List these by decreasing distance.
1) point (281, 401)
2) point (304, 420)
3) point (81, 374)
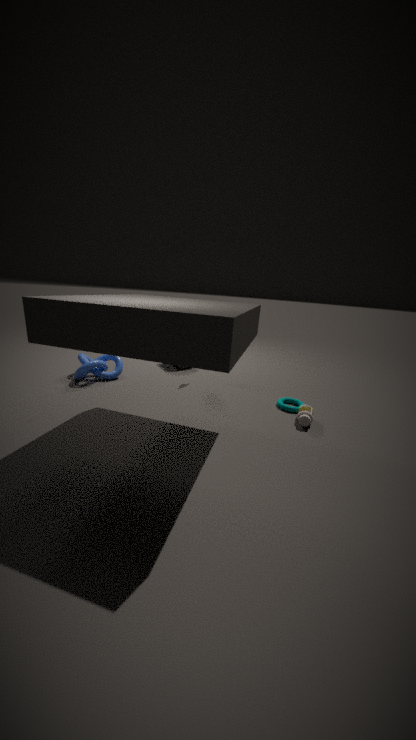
1. 3. point (81, 374)
2. 1. point (281, 401)
3. 2. point (304, 420)
